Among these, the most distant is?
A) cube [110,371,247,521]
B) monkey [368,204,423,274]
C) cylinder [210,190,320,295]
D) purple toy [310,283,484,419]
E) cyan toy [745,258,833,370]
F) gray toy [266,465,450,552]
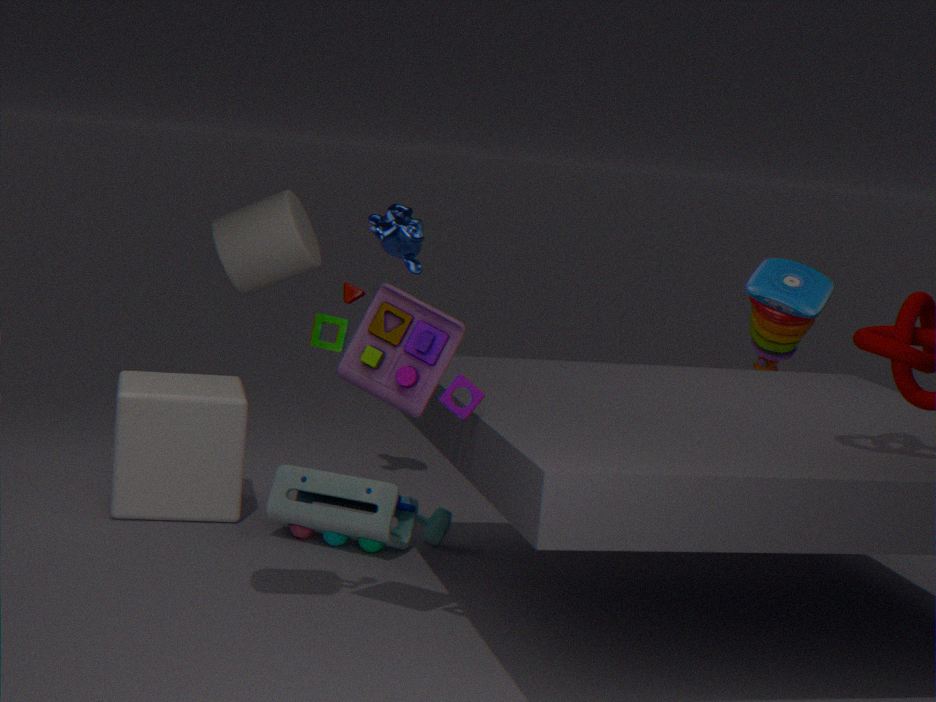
cyan toy [745,258,833,370]
